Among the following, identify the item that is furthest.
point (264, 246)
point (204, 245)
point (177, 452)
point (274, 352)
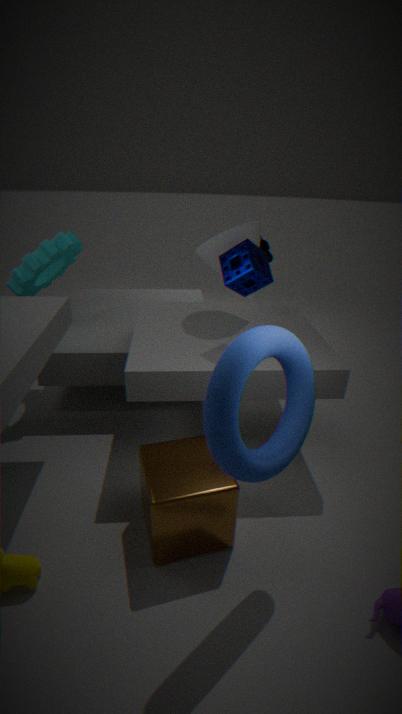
point (264, 246)
